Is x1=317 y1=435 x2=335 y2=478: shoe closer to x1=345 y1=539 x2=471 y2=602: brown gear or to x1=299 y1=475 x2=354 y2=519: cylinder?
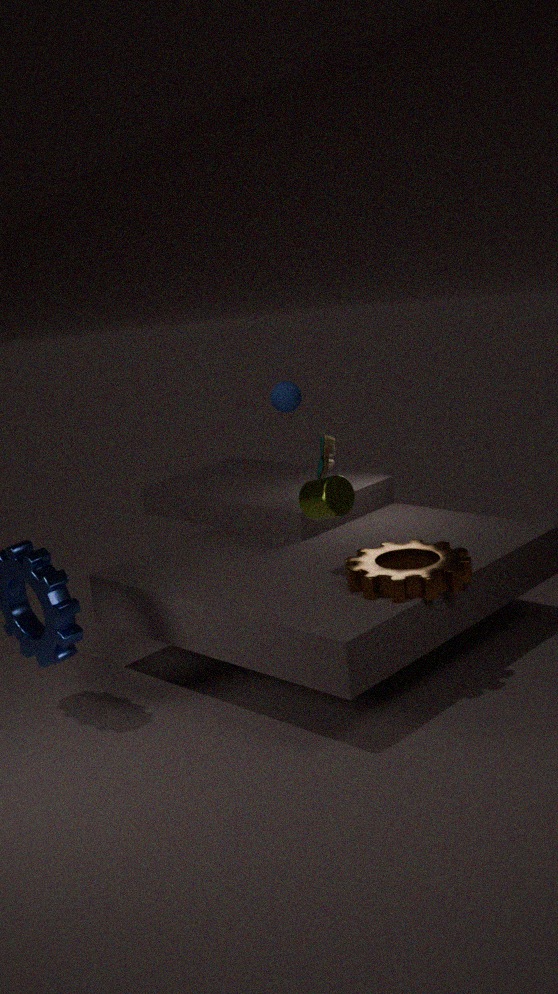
x1=299 y1=475 x2=354 y2=519: cylinder
